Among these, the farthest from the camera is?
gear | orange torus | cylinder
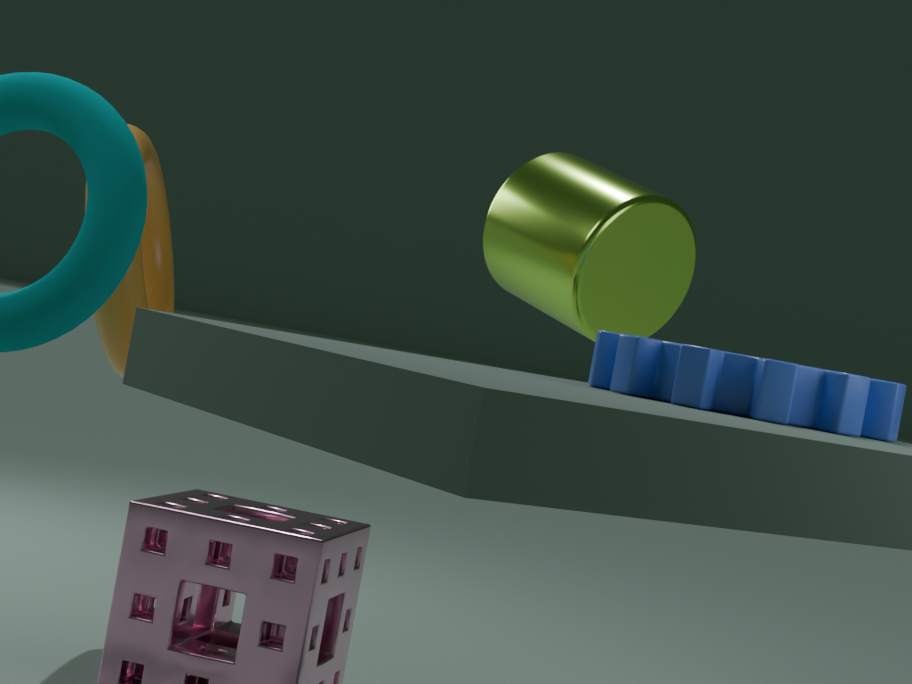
cylinder
